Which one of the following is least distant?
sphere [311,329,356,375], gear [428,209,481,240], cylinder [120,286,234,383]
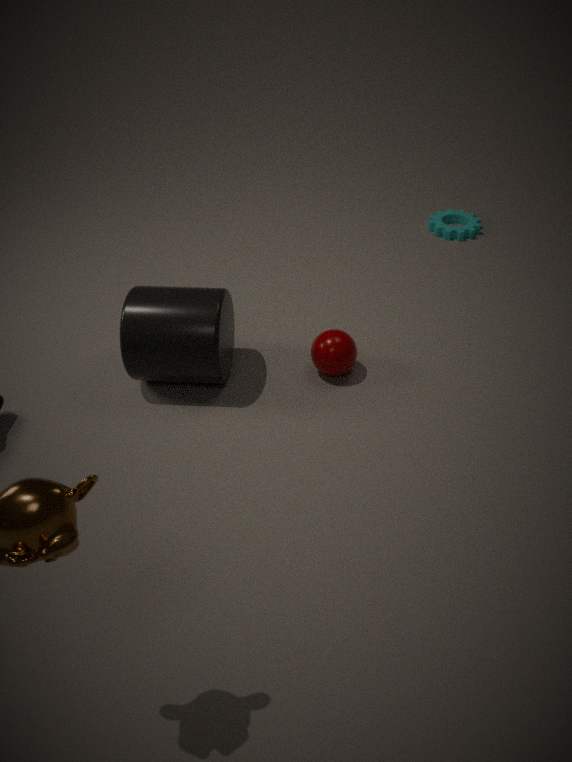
cylinder [120,286,234,383]
